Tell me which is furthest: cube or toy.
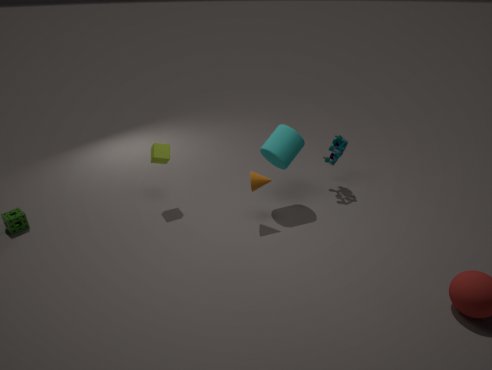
toy
